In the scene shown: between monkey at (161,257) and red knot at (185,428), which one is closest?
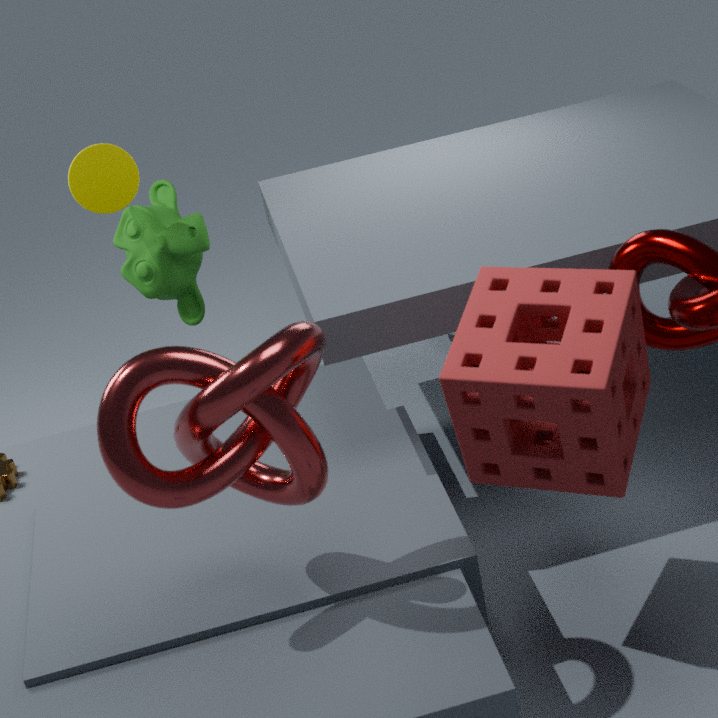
red knot at (185,428)
